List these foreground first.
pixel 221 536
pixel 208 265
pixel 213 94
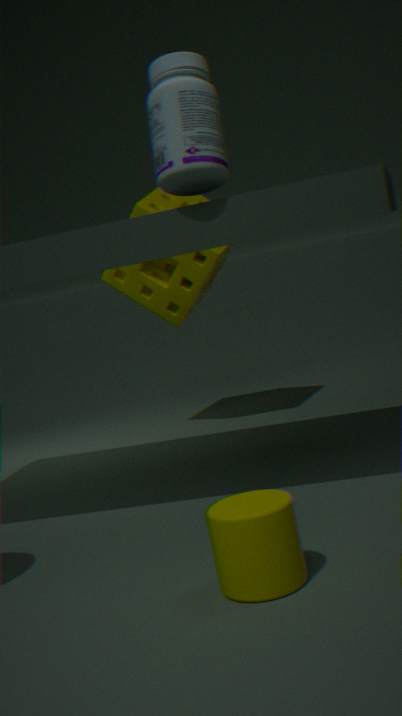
pixel 221 536 < pixel 213 94 < pixel 208 265
